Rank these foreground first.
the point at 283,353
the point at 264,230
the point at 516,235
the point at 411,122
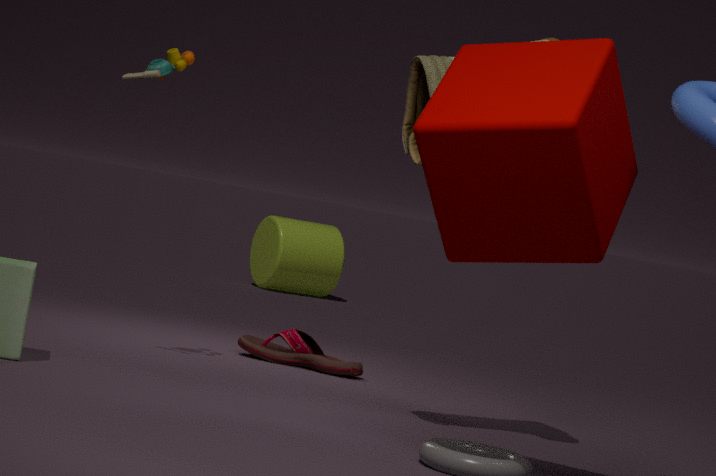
1. the point at 516,235
2. the point at 411,122
3. the point at 283,353
4. the point at 264,230
